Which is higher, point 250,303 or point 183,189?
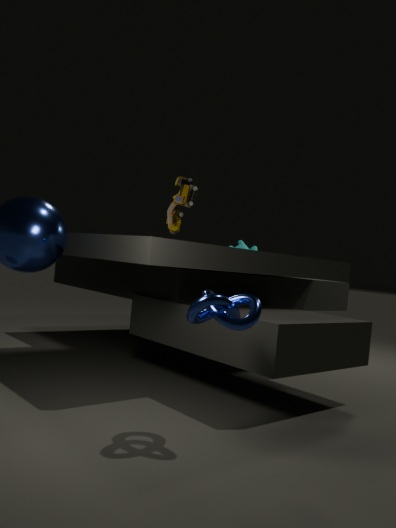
point 183,189
